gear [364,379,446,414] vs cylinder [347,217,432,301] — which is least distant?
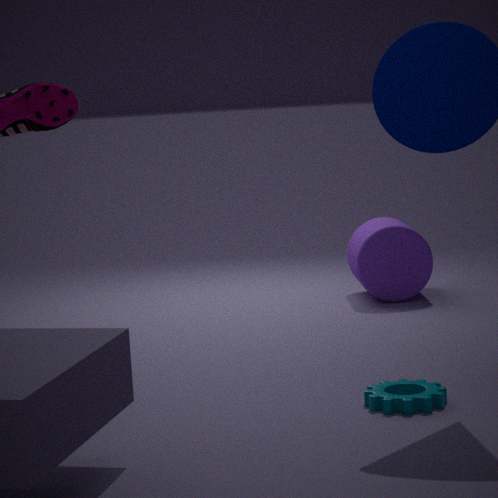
gear [364,379,446,414]
